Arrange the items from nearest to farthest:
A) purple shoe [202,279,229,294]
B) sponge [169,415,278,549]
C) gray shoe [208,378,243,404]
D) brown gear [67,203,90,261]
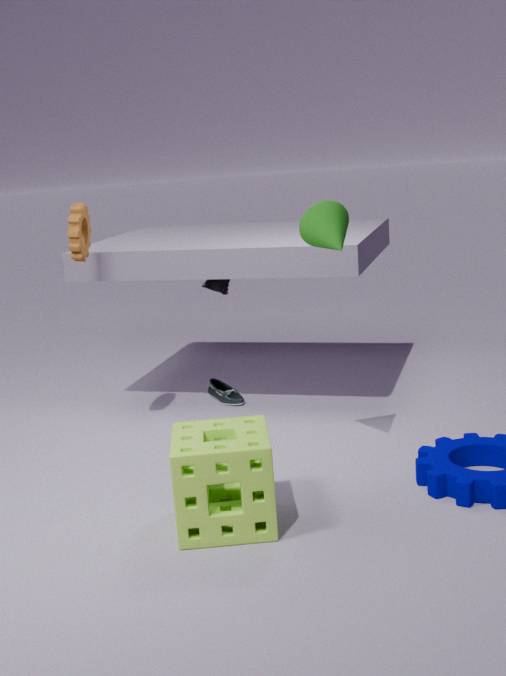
sponge [169,415,278,549]
brown gear [67,203,90,261]
gray shoe [208,378,243,404]
purple shoe [202,279,229,294]
